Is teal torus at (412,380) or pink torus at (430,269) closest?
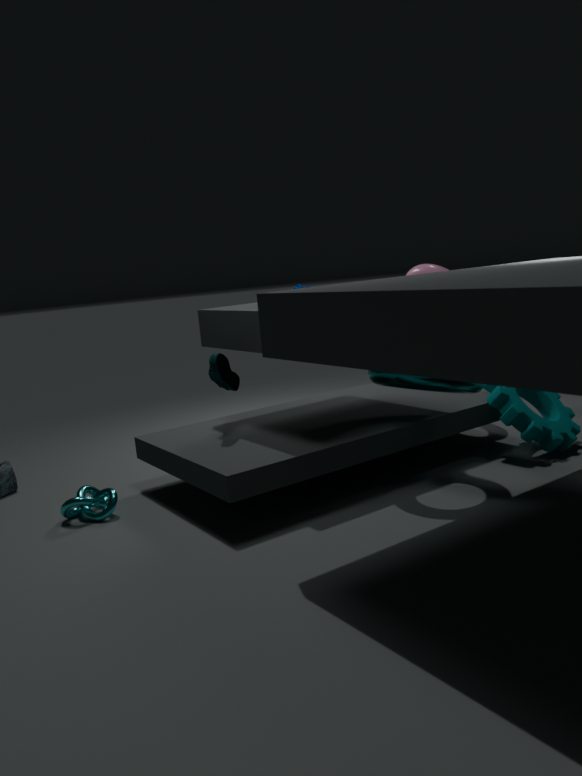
teal torus at (412,380)
